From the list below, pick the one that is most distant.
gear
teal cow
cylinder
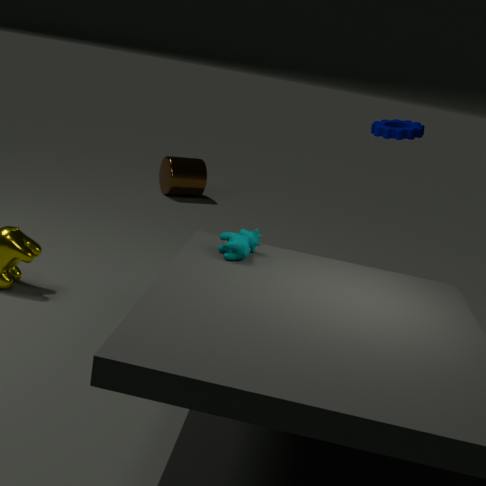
cylinder
